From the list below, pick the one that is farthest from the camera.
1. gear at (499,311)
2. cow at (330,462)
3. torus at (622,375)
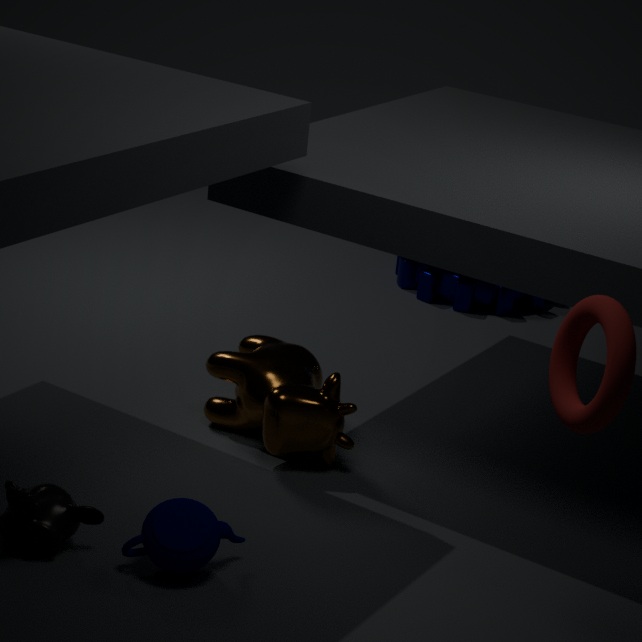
gear at (499,311)
